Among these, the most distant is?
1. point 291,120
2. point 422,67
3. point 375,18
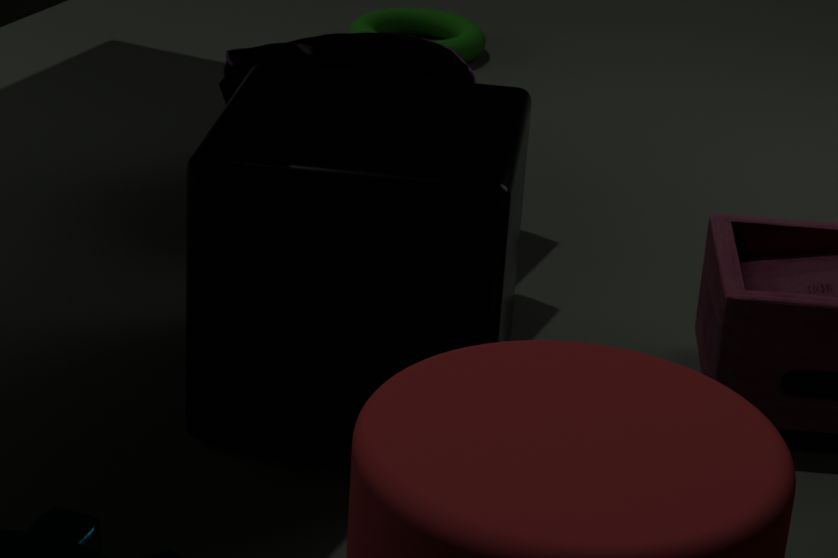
point 375,18
